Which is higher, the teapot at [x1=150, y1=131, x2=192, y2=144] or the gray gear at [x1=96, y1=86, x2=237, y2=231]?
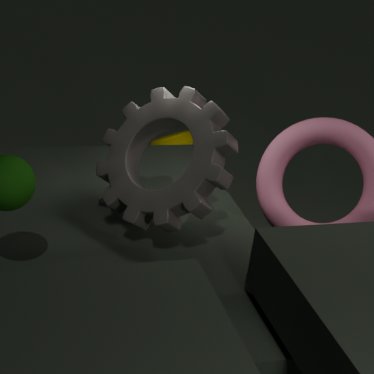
the gray gear at [x1=96, y1=86, x2=237, y2=231]
